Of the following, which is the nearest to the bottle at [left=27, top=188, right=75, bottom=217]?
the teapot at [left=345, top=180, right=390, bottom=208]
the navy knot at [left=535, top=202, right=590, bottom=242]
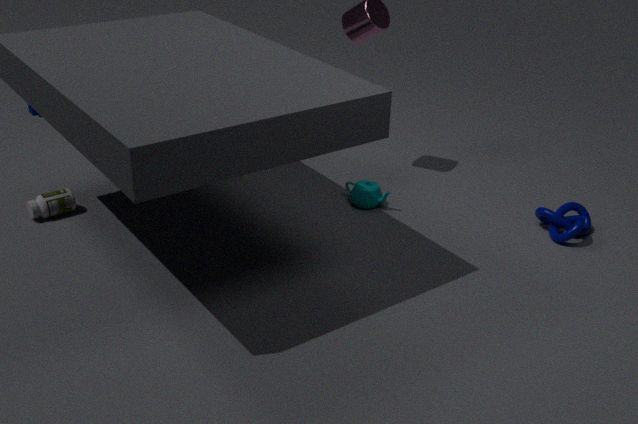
the teapot at [left=345, top=180, right=390, bottom=208]
